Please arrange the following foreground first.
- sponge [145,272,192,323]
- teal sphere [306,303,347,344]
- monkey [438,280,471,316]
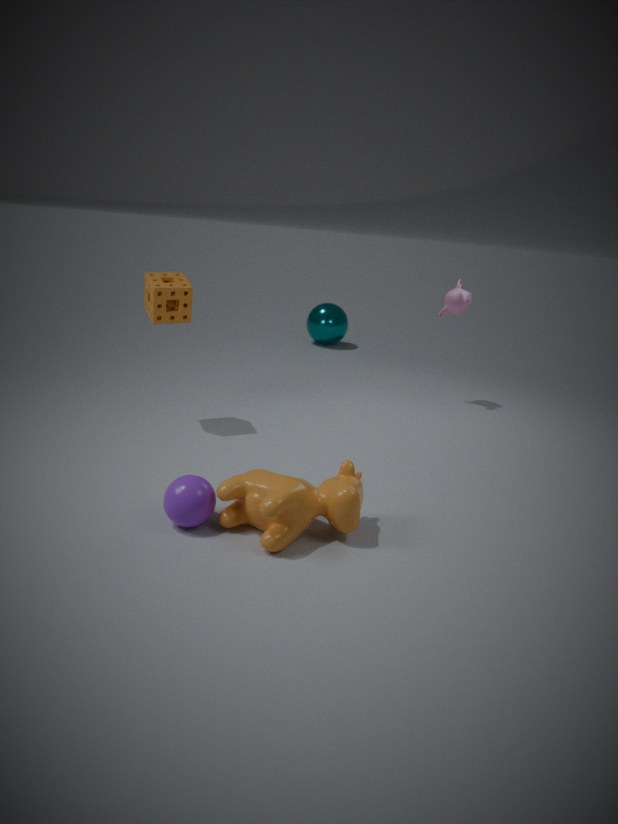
sponge [145,272,192,323] < monkey [438,280,471,316] < teal sphere [306,303,347,344]
